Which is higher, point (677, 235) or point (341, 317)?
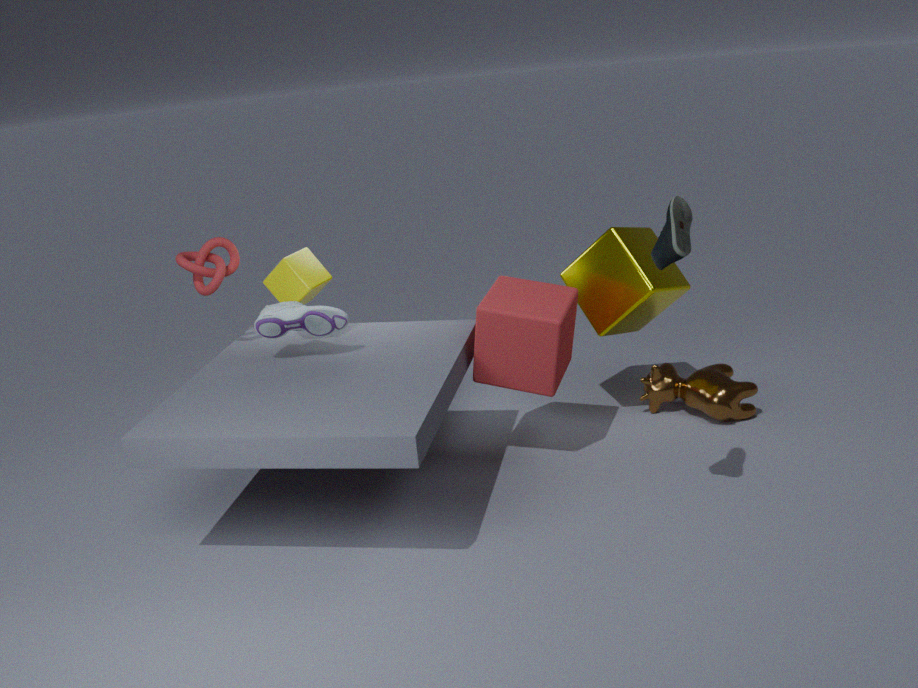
point (677, 235)
